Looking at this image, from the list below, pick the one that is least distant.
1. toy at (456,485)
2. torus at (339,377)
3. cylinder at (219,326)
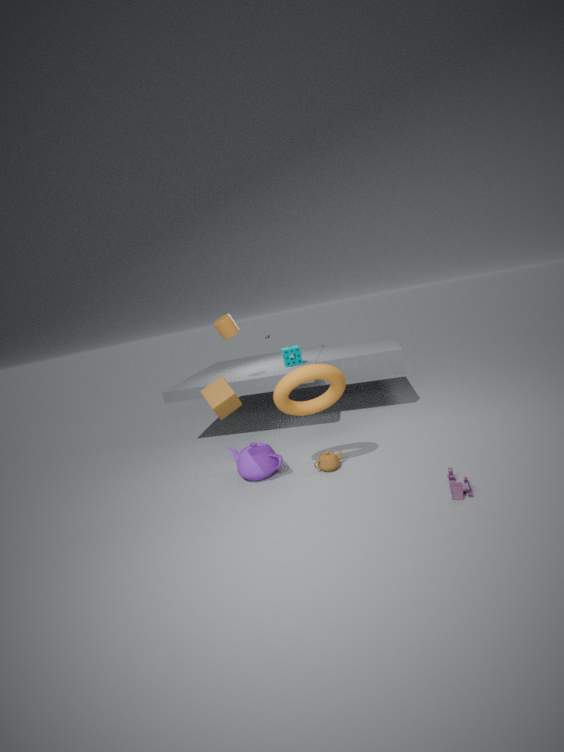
toy at (456,485)
